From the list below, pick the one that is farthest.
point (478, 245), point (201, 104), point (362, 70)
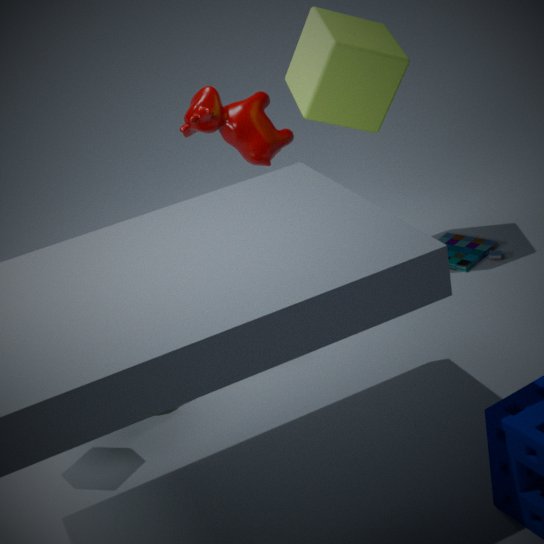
point (478, 245)
